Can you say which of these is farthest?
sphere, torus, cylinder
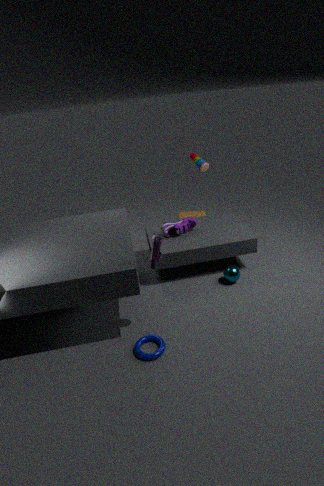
cylinder
